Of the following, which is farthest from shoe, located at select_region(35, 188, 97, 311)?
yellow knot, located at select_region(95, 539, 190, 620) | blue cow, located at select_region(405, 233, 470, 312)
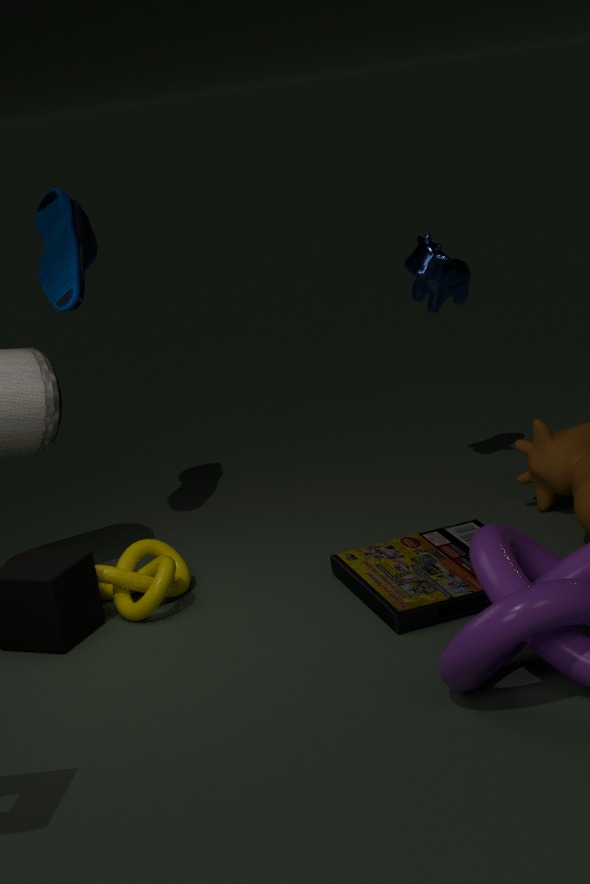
blue cow, located at select_region(405, 233, 470, 312)
